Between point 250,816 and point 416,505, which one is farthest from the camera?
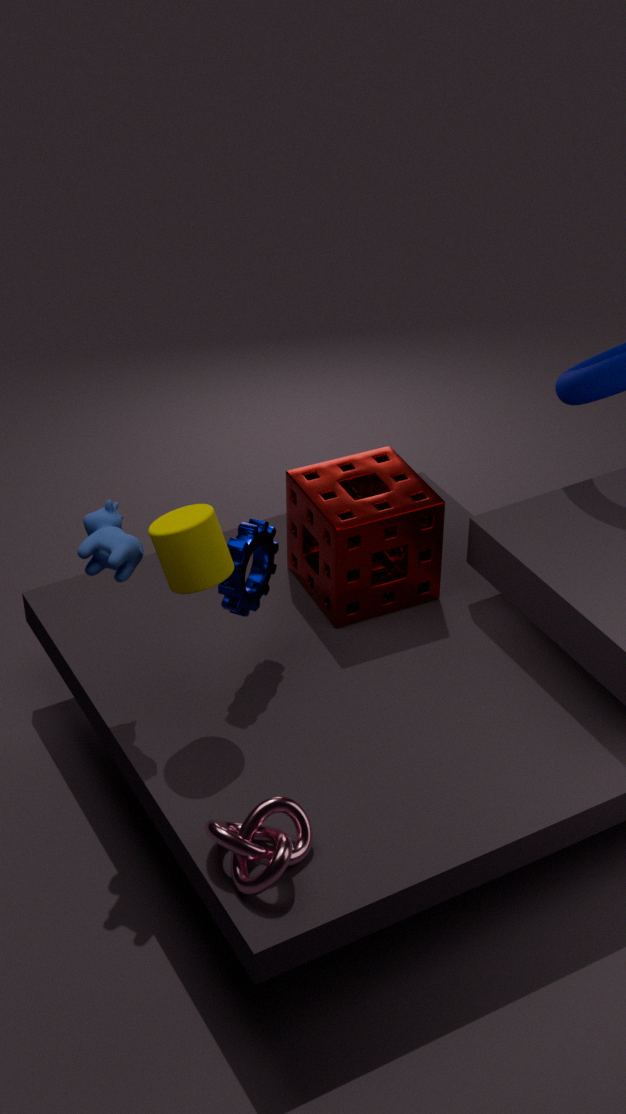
point 416,505
